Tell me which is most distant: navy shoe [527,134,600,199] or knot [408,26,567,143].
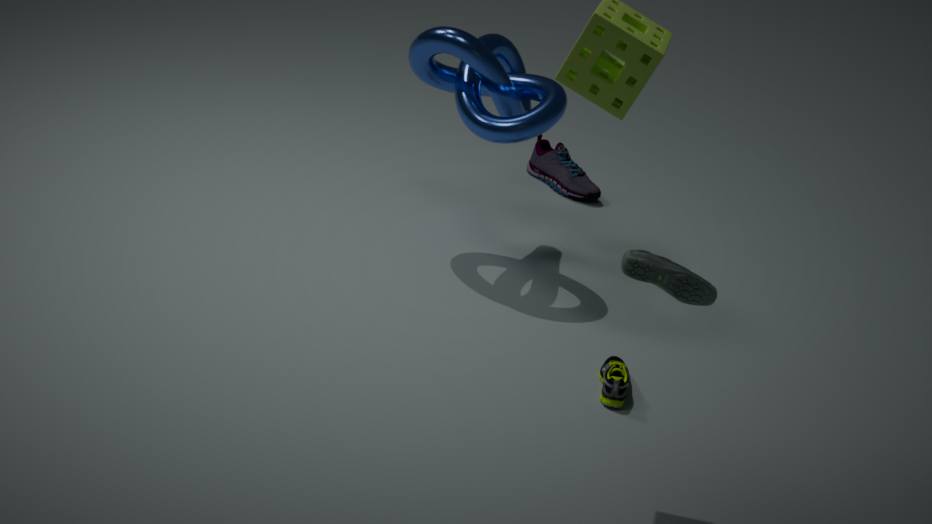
navy shoe [527,134,600,199]
